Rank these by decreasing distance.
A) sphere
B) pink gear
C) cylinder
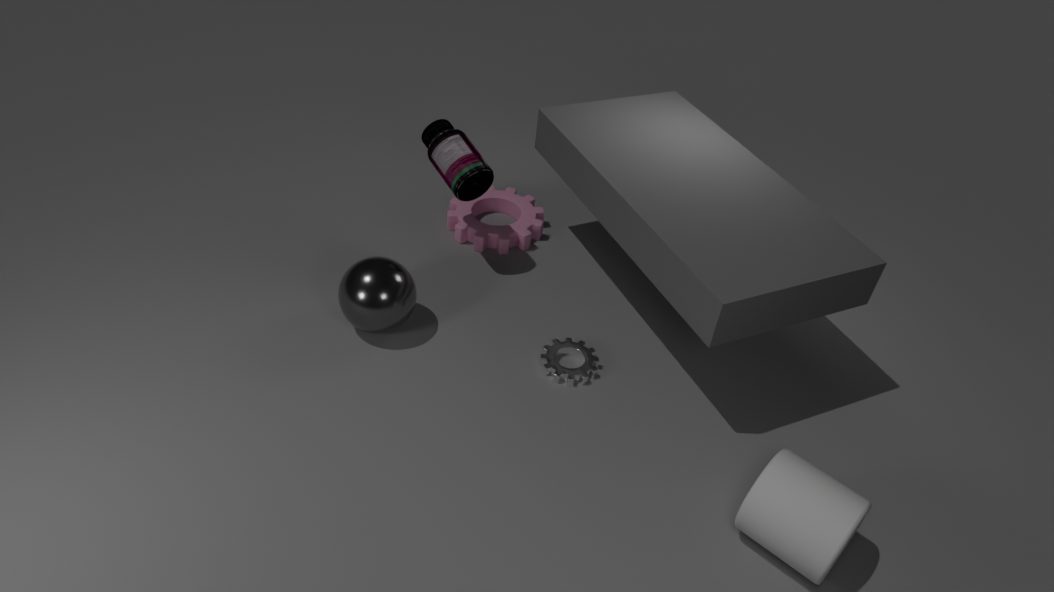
1. pink gear
2. sphere
3. cylinder
